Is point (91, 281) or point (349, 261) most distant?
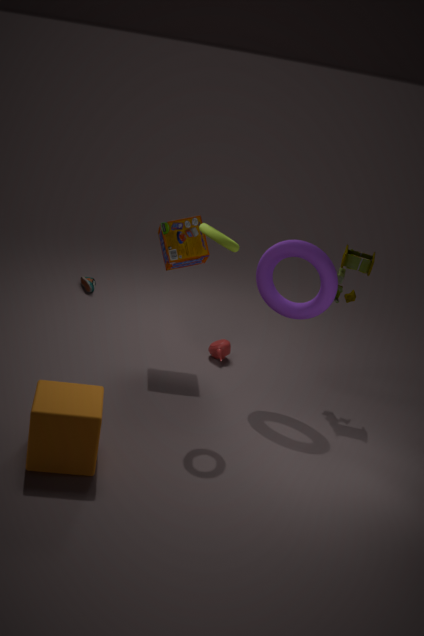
point (91, 281)
